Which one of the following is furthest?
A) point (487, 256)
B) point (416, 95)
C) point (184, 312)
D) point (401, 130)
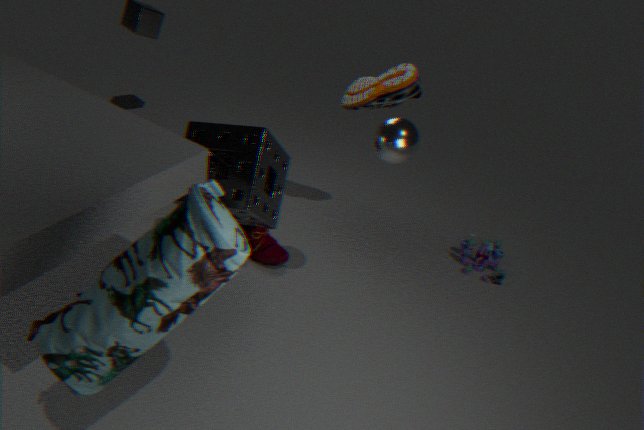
point (487, 256)
